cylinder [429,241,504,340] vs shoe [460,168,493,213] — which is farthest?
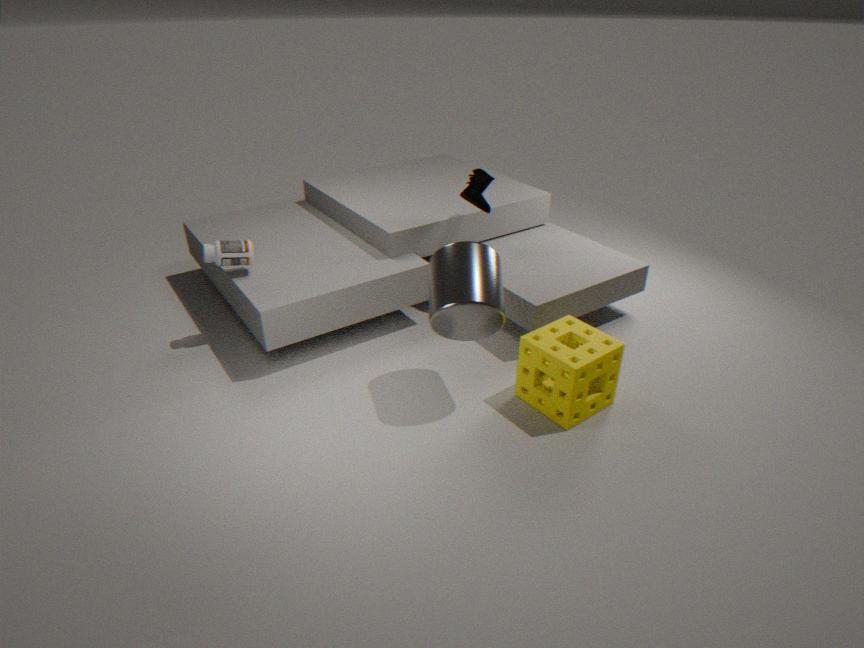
shoe [460,168,493,213]
